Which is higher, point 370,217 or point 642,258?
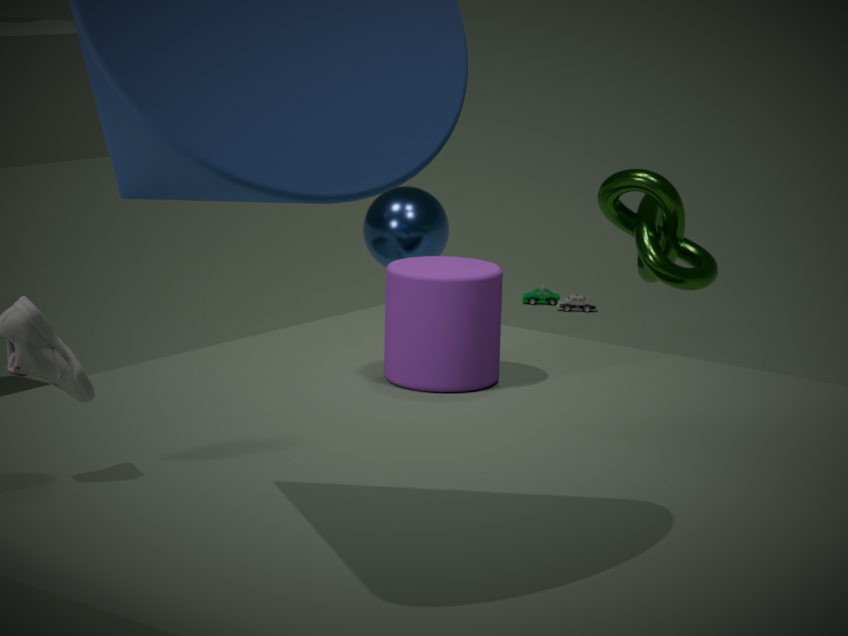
point 642,258
